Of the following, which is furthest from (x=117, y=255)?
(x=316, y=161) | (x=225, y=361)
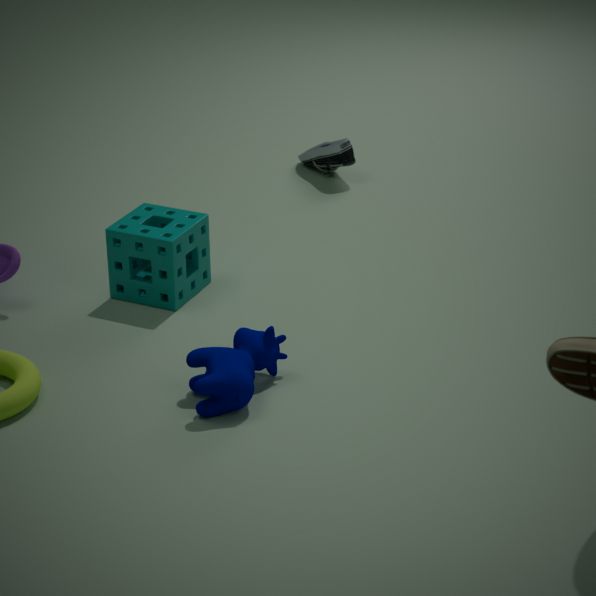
(x=316, y=161)
